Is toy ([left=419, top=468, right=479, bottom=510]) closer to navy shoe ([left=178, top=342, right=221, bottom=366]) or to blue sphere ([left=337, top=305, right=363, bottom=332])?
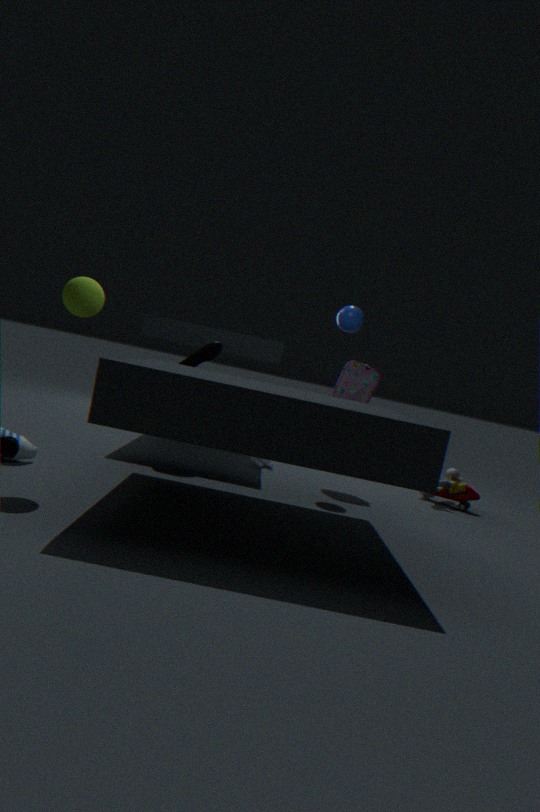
blue sphere ([left=337, top=305, right=363, bottom=332])
